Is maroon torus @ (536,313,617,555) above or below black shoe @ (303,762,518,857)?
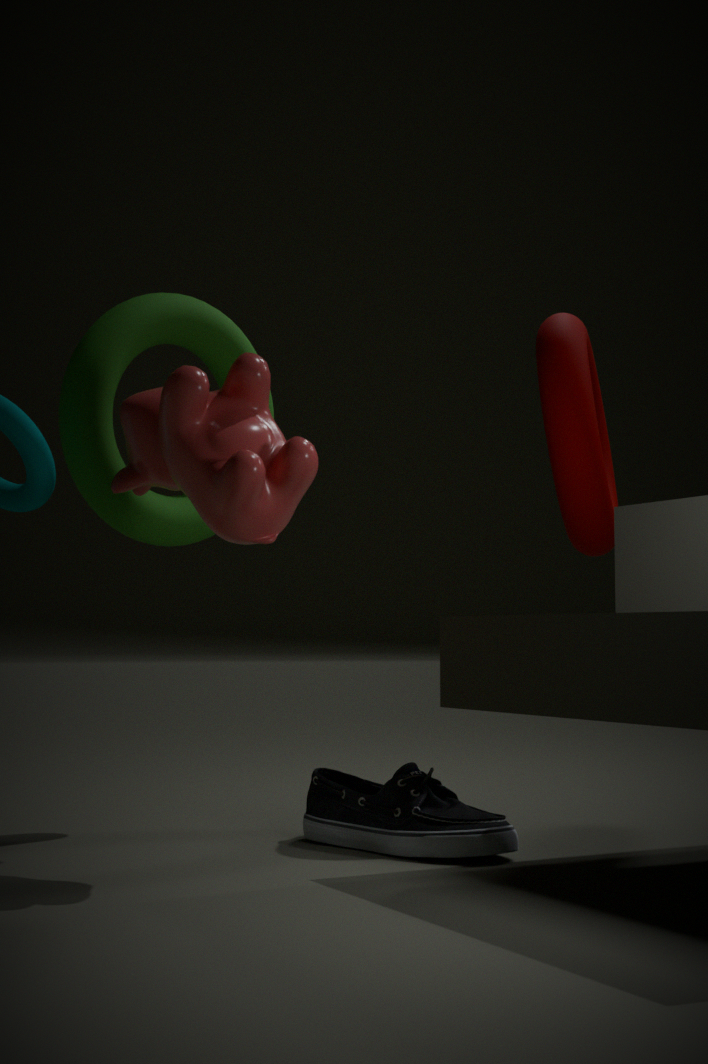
above
